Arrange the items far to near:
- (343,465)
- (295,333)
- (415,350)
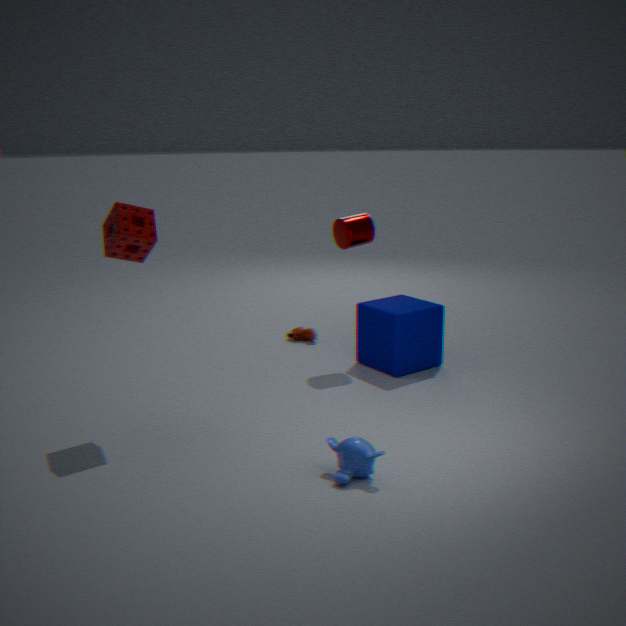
(295,333) → (415,350) → (343,465)
